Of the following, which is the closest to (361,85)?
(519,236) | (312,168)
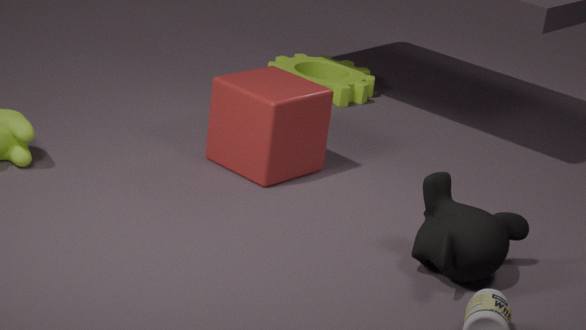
(312,168)
